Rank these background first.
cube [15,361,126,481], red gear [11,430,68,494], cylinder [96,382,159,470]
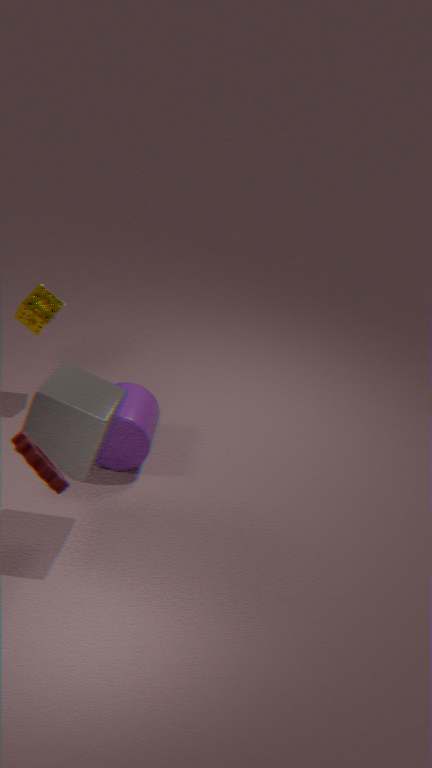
cylinder [96,382,159,470] < cube [15,361,126,481] < red gear [11,430,68,494]
